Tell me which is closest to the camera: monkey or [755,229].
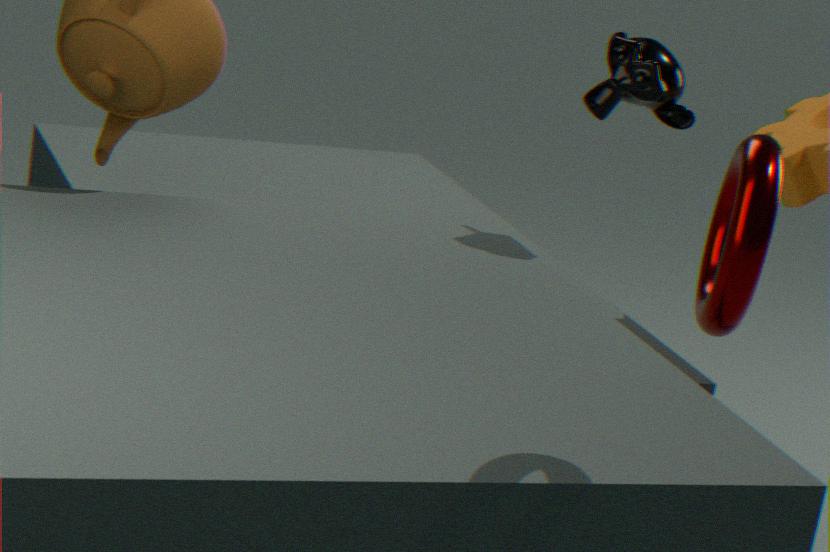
monkey
